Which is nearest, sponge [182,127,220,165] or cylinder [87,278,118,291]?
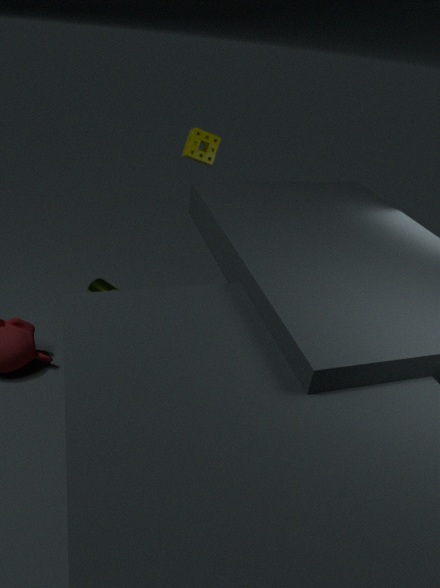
sponge [182,127,220,165]
